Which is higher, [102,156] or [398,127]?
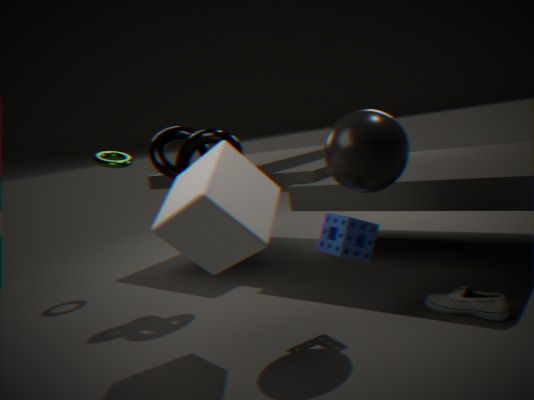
[102,156]
